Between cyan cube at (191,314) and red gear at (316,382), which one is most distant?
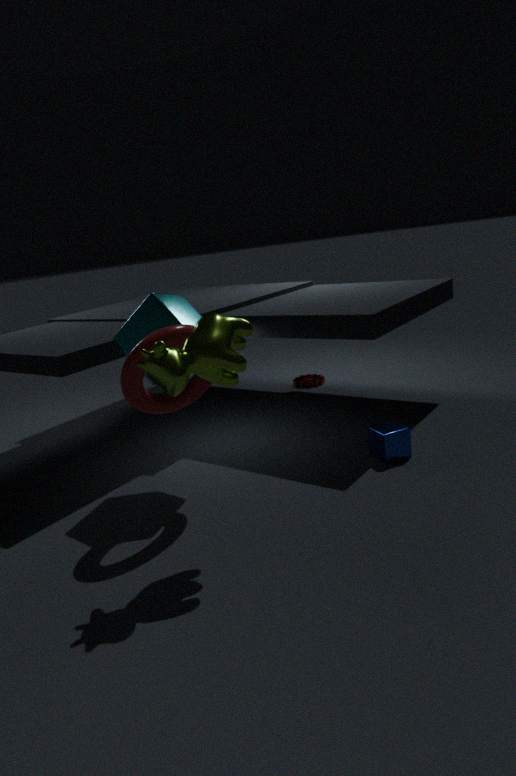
red gear at (316,382)
